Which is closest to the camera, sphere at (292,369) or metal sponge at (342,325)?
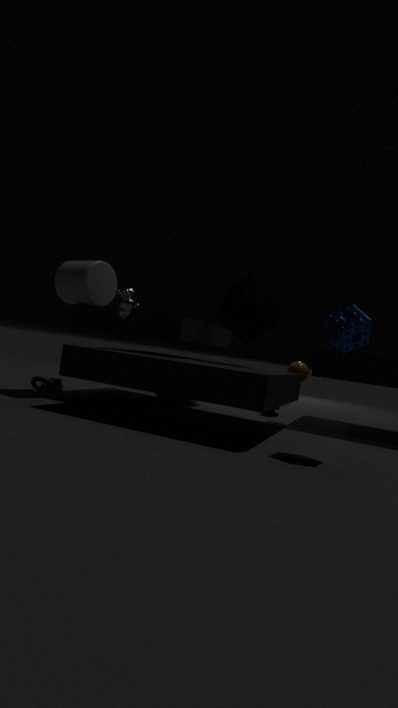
metal sponge at (342,325)
